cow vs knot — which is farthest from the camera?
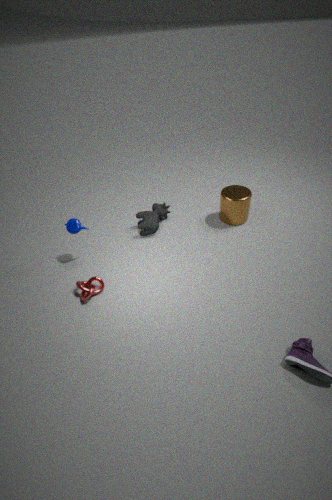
cow
